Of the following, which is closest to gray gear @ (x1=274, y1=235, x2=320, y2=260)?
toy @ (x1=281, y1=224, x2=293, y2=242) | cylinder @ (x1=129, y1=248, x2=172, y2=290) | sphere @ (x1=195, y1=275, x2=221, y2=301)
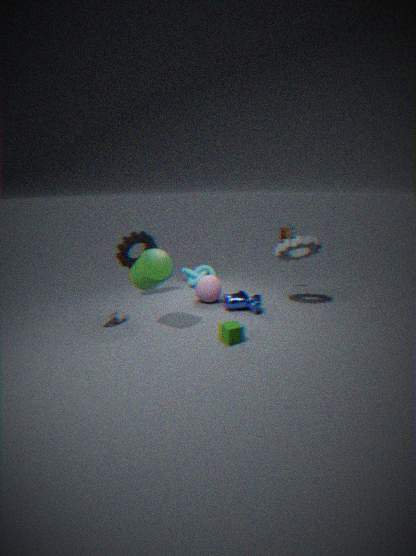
toy @ (x1=281, y1=224, x2=293, y2=242)
